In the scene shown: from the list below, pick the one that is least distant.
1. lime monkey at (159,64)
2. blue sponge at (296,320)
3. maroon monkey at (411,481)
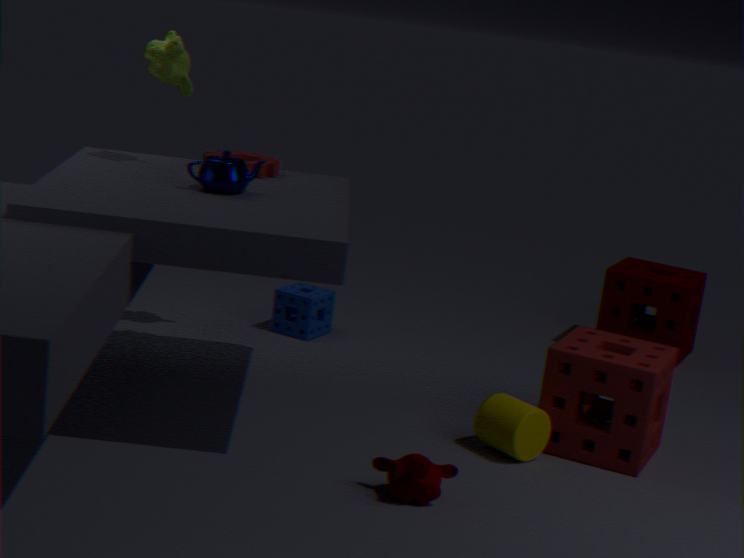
maroon monkey at (411,481)
